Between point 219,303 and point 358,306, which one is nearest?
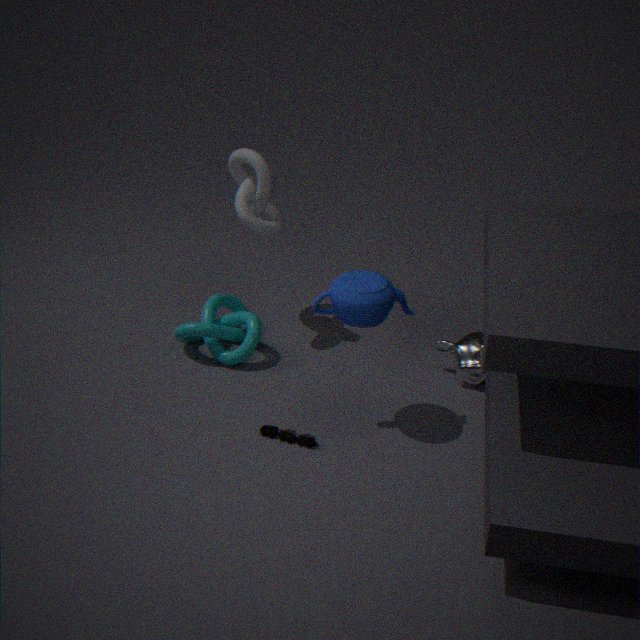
point 358,306
